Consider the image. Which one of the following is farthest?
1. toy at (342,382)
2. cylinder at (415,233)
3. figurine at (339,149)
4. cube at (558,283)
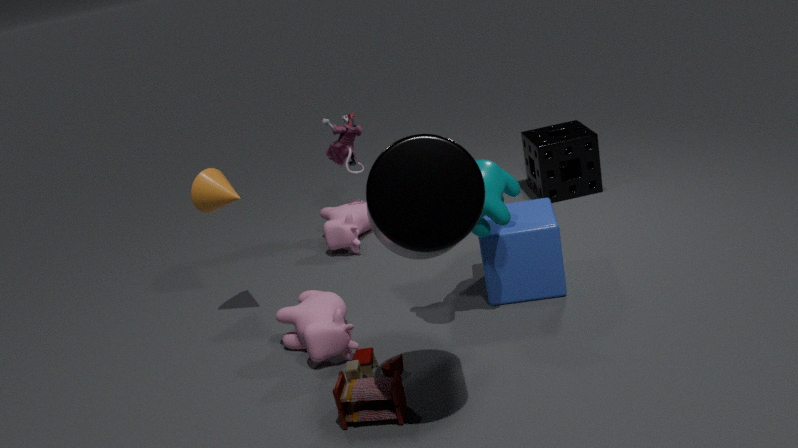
figurine at (339,149)
